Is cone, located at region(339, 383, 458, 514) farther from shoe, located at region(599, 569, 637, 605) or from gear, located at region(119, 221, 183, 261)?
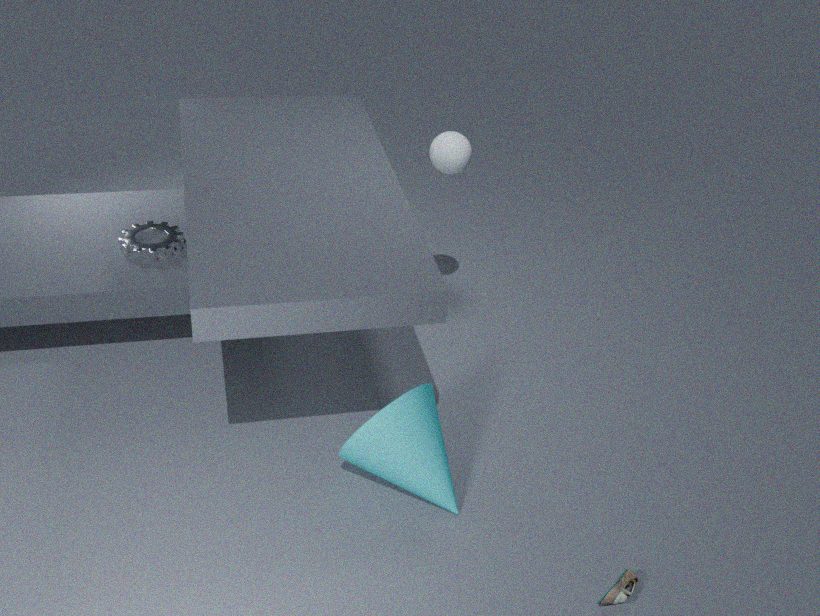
gear, located at region(119, 221, 183, 261)
